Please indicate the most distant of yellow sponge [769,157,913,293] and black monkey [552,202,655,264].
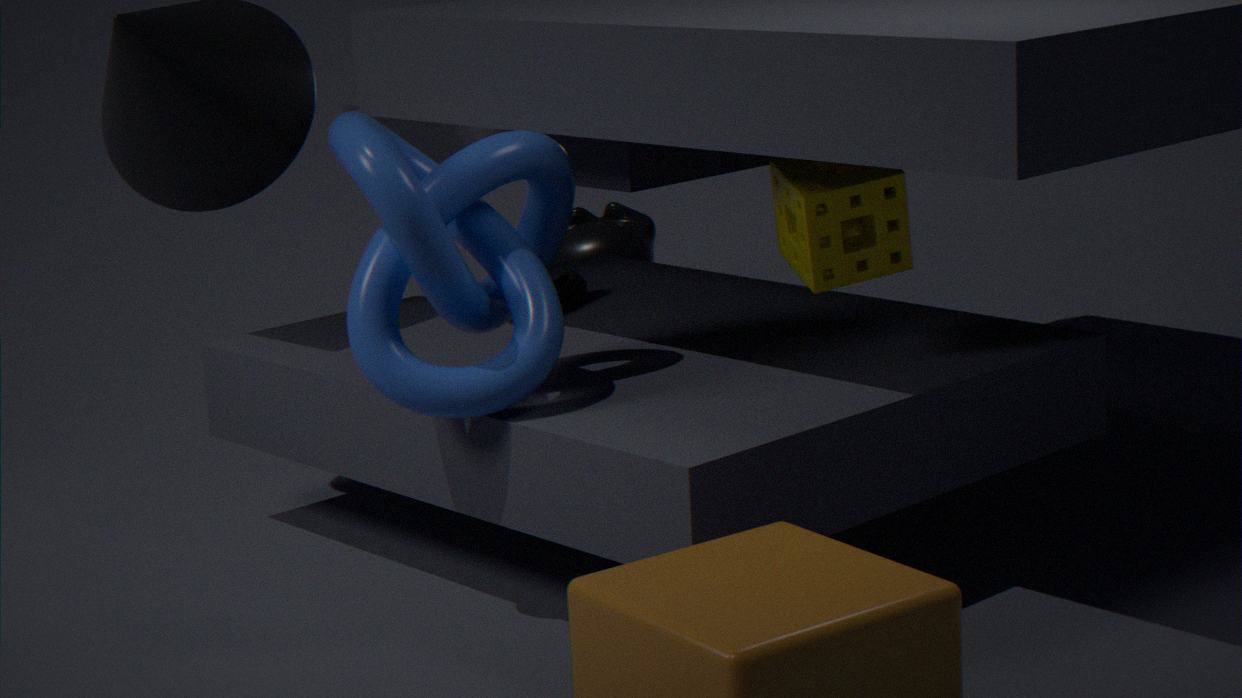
black monkey [552,202,655,264]
